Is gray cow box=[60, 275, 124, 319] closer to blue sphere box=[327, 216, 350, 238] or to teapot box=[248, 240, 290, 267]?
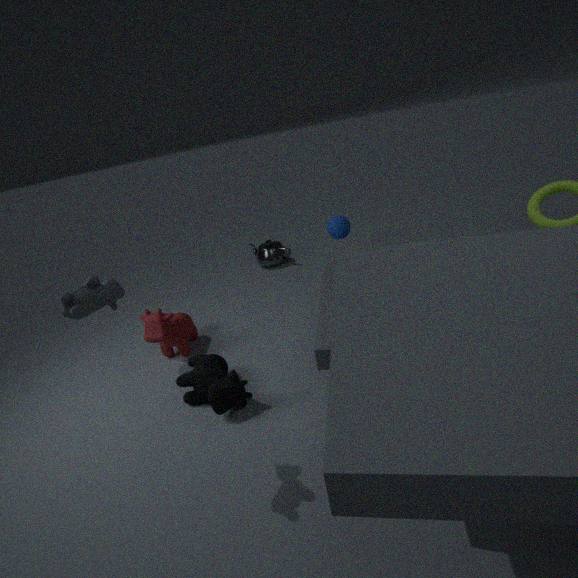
blue sphere box=[327, 216, 350, 238]
